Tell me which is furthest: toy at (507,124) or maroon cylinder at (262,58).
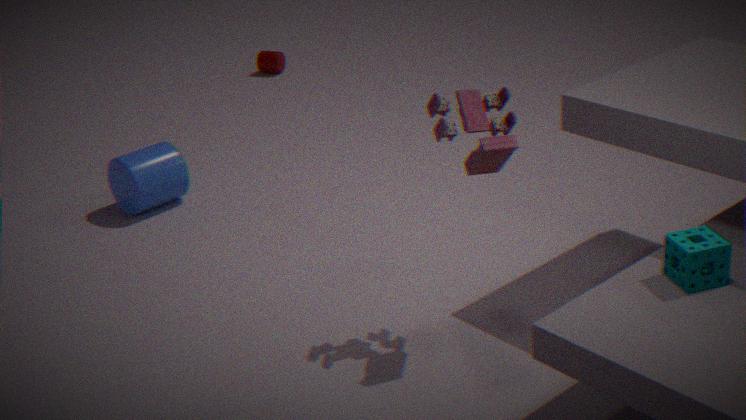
maroon cylinder at (262,58)
